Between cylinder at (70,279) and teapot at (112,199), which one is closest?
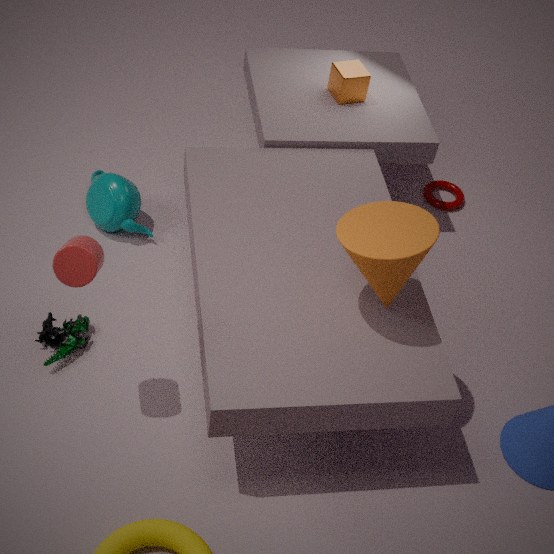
cylinder at (70,279)
